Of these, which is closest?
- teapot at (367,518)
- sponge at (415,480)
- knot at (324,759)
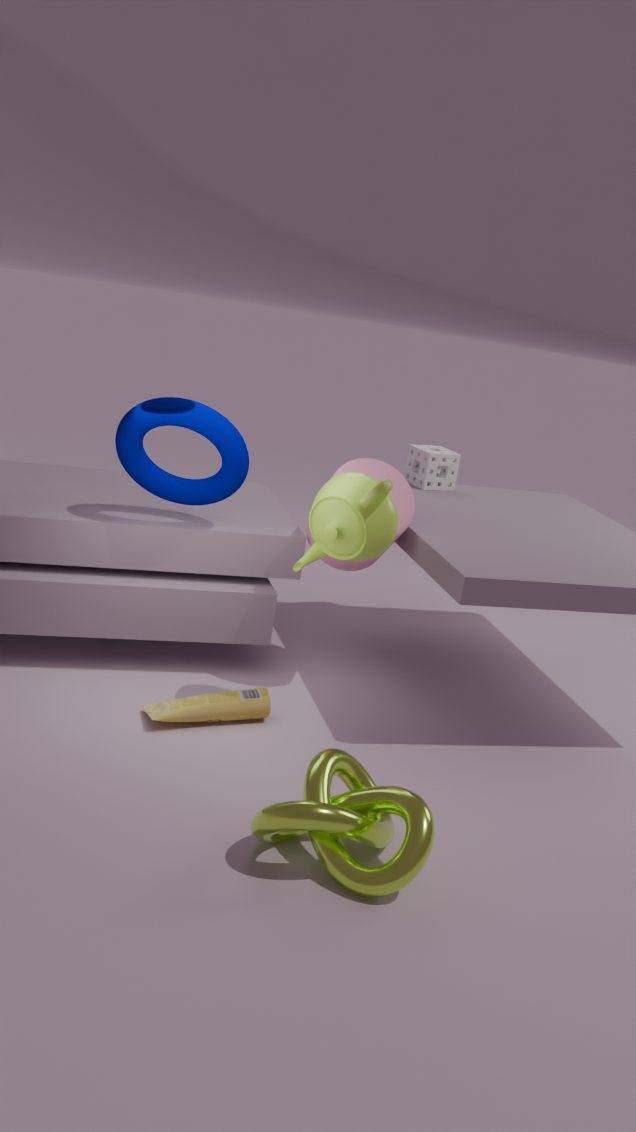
knot at (324,759)
